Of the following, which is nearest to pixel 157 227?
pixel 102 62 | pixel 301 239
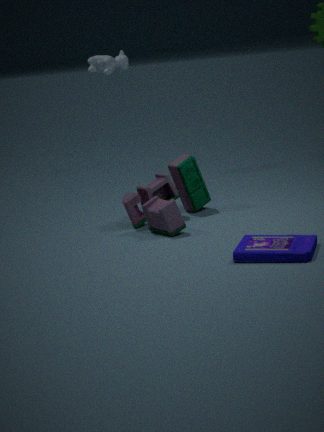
pixel 301 239
